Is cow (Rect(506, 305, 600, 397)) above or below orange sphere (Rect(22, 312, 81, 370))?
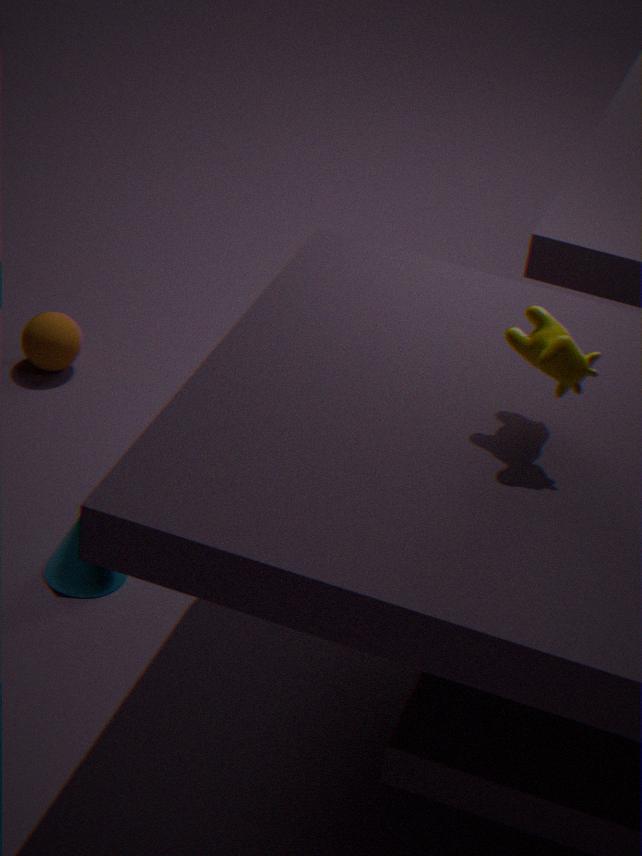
above
